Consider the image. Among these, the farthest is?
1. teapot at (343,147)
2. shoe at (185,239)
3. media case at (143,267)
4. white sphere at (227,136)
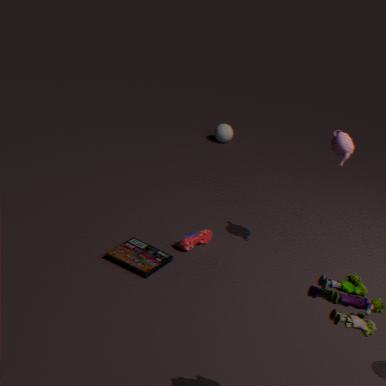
white sphere at (227,136)
